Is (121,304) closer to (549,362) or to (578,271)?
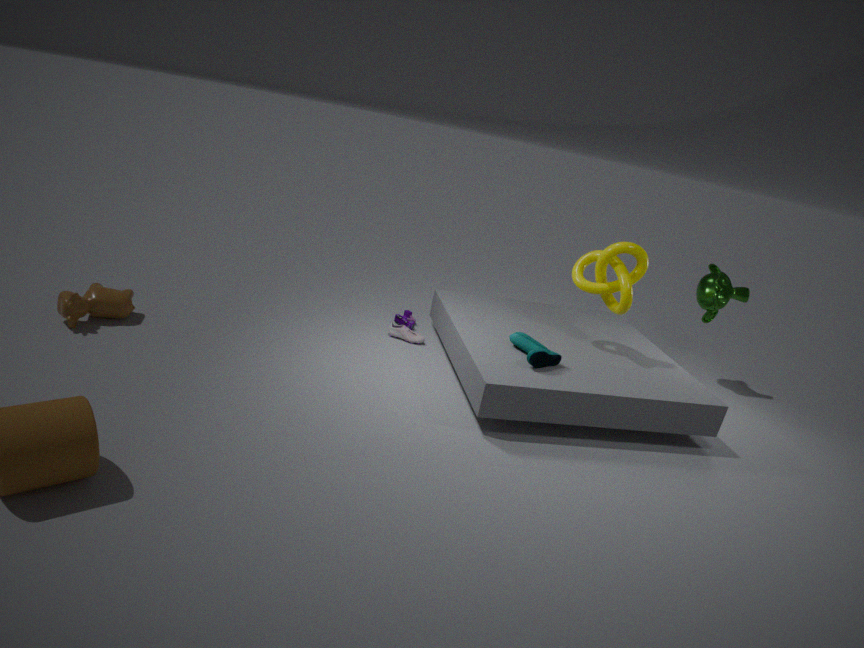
(549,362)
